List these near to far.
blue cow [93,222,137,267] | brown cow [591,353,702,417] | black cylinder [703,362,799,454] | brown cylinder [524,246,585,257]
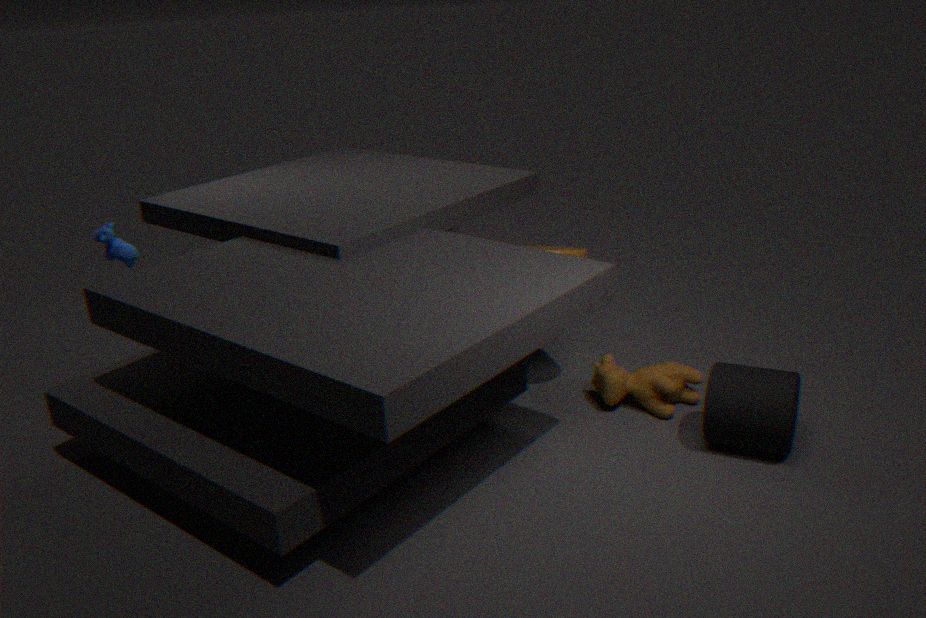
black cylinder [703,362,799,454] < brown cow [591,353,702,417] < brown cylinder [524,246,585,257] < blue cow [93,222,137,267]
